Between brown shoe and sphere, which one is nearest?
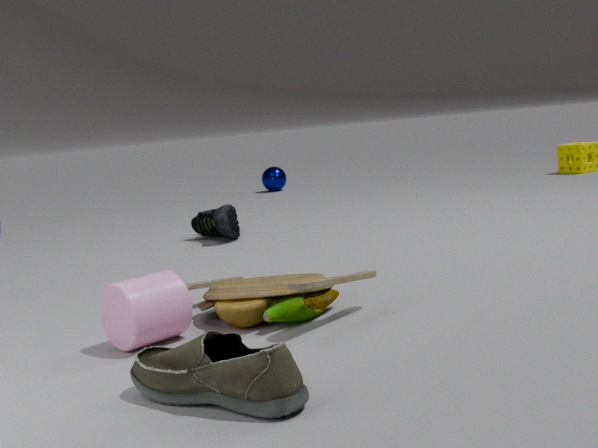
brown shoe
